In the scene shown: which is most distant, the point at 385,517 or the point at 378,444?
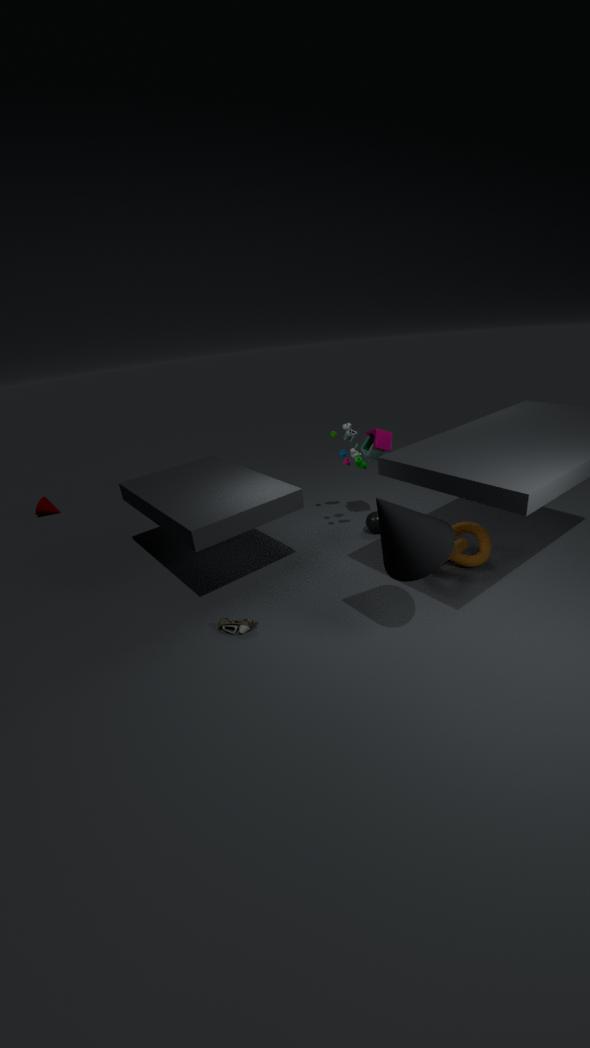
the point at 378,444
